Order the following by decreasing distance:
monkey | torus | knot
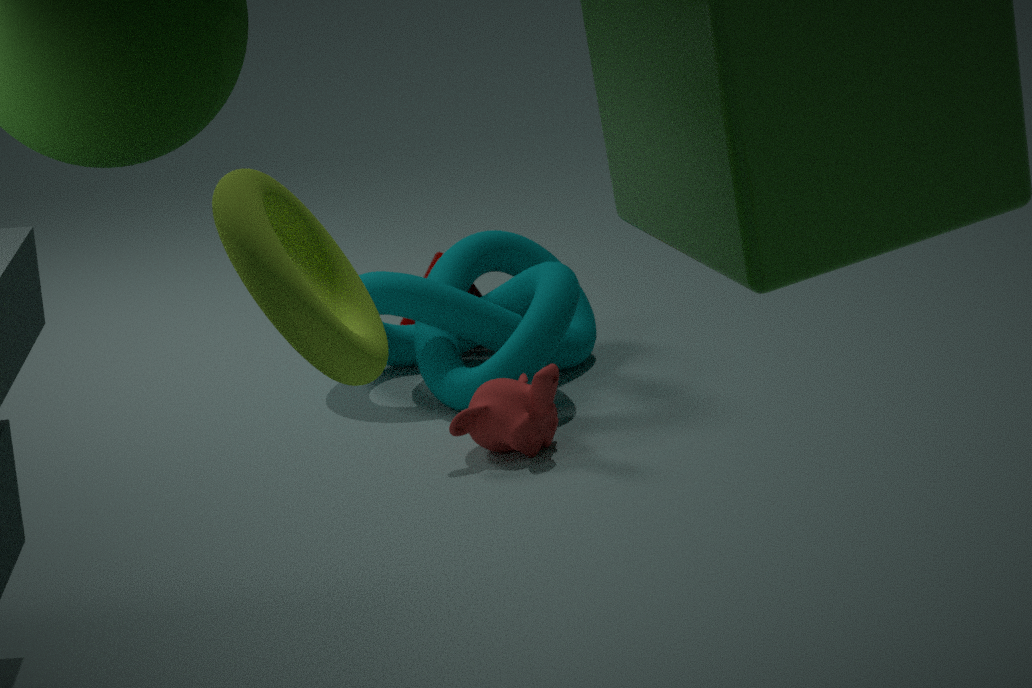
knot
monkey
torus
